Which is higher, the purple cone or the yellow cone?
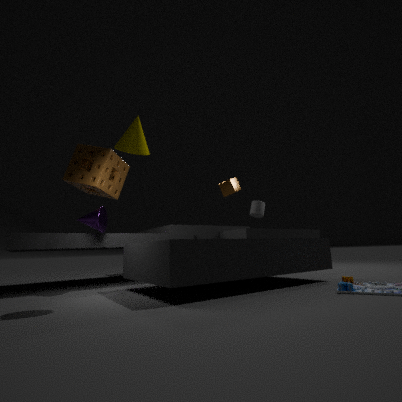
the yellow cone
